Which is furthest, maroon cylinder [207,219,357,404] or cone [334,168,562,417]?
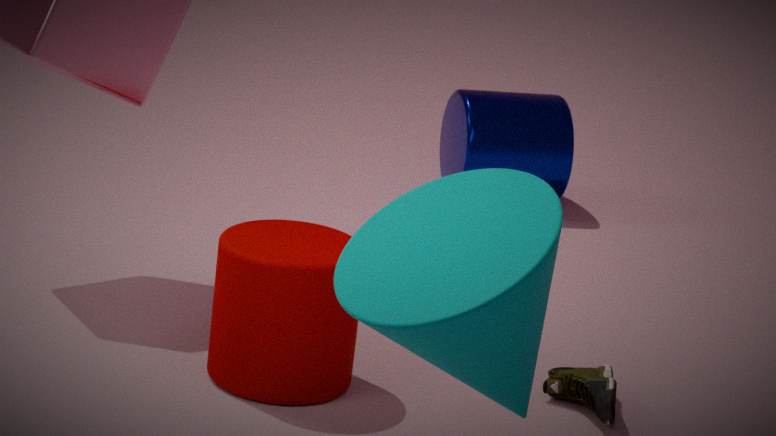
maroon cylinder [207,219,357,404]
